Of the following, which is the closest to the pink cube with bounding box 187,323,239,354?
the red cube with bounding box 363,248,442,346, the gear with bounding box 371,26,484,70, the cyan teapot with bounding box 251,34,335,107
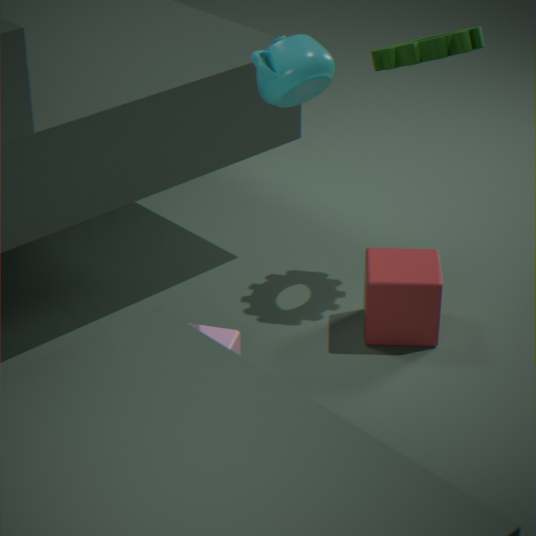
the red cube with bounding box 363,248,442,346
